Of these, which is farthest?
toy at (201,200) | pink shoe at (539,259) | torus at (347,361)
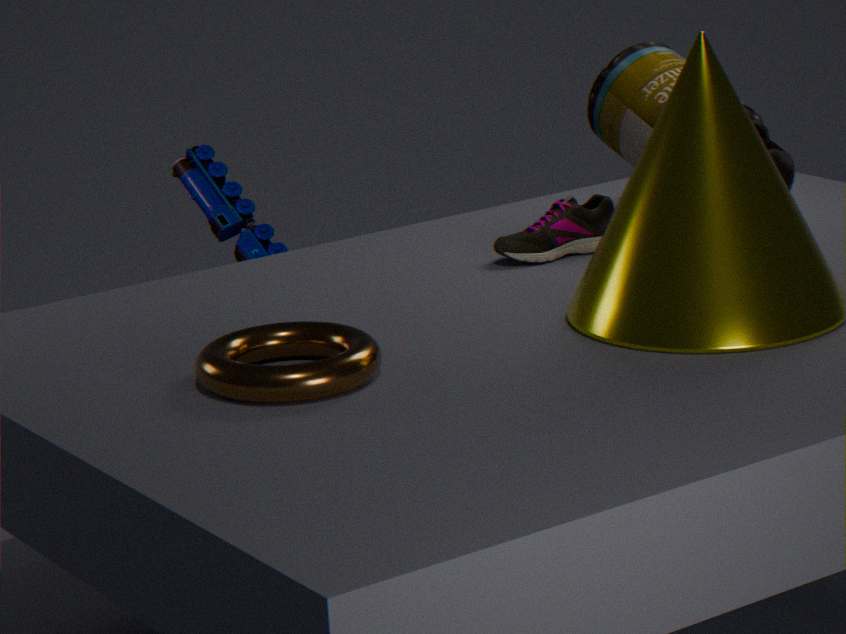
toy at (201,200)
